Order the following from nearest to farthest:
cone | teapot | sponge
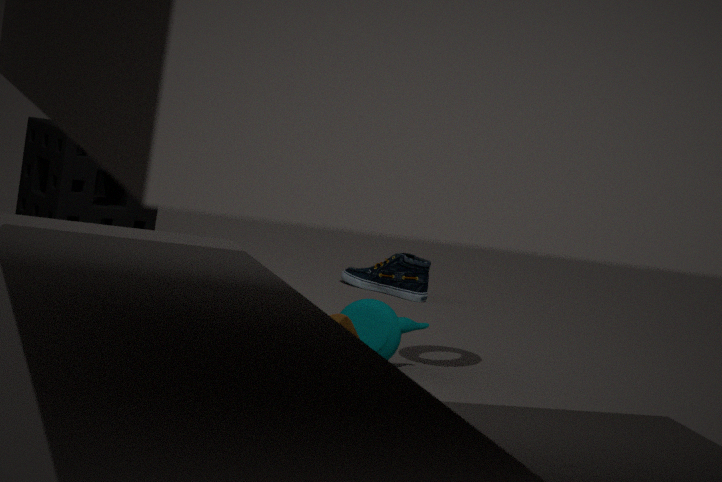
cone, teapot, sponge
